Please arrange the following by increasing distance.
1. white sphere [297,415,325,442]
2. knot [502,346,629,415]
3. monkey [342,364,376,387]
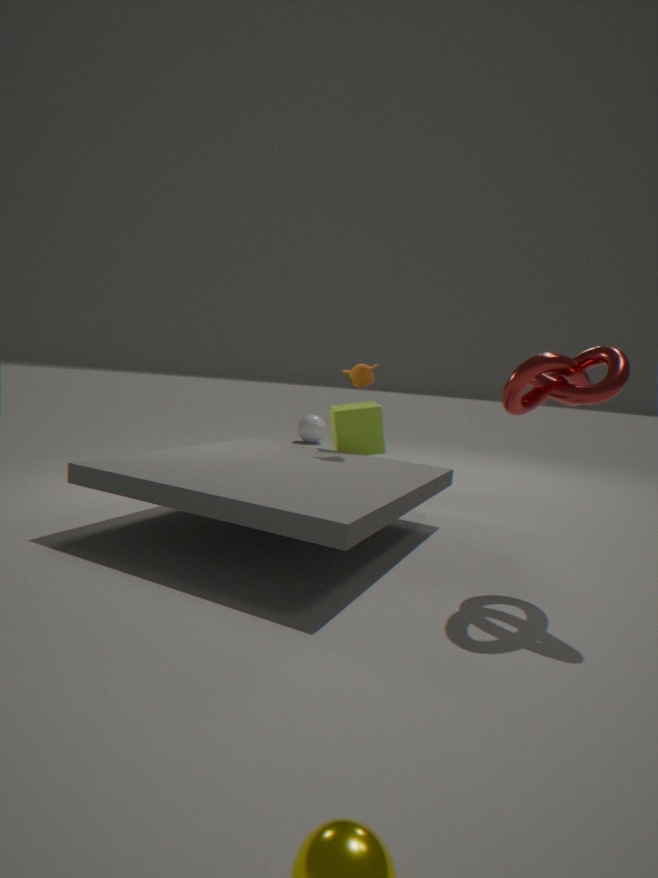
1. knot [502,346,629,415]
2. monkey [342,364,376,387]
3. white sphere [297,415,325,442]
